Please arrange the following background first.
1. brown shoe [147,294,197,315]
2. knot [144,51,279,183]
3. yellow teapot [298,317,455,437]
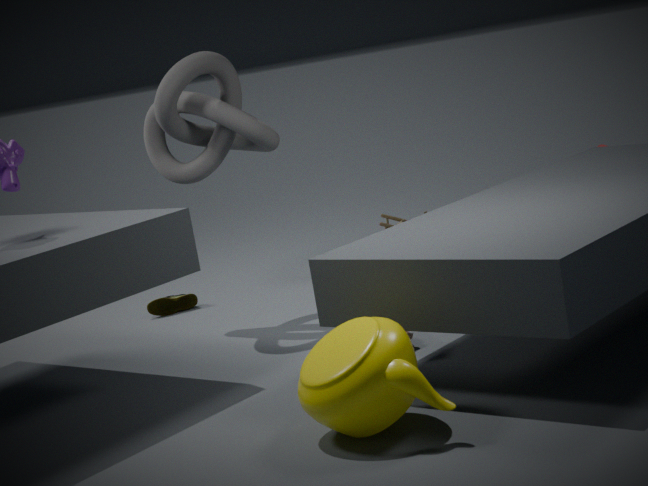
brown shoe [147,294,197,315], knot [144,51,279,183], yellow teapot [298,317,455,437]
